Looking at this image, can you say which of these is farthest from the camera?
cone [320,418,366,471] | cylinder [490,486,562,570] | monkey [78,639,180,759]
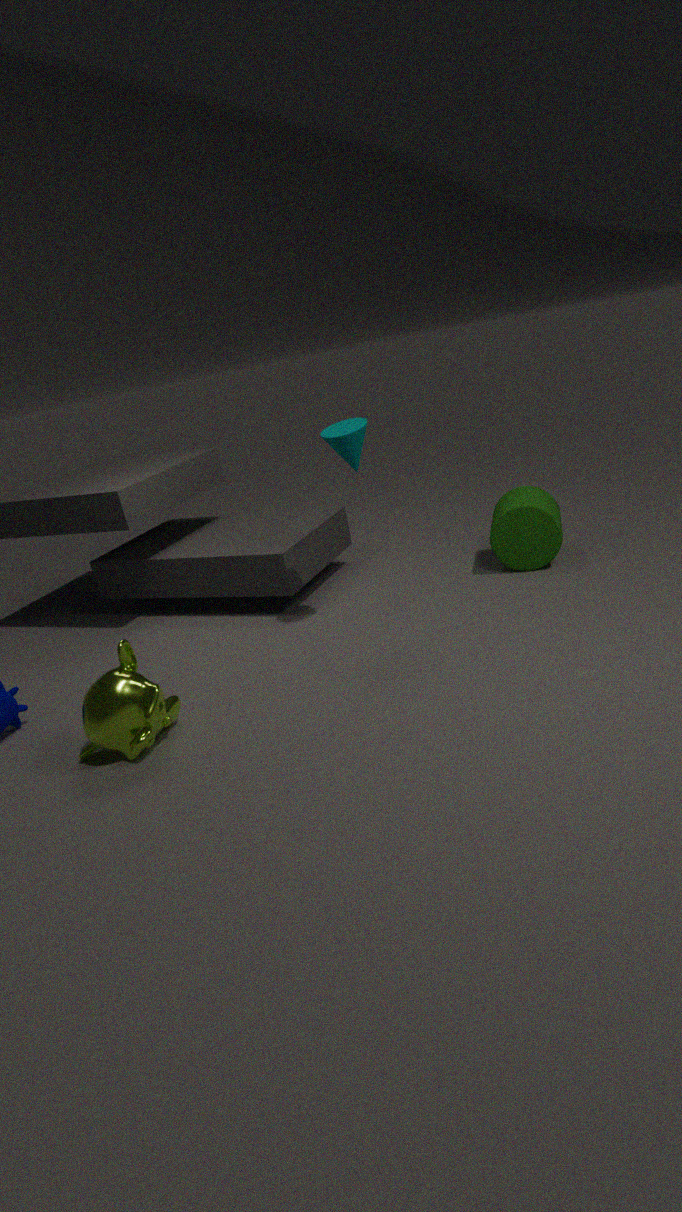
cylinder [490,486,562,570]
